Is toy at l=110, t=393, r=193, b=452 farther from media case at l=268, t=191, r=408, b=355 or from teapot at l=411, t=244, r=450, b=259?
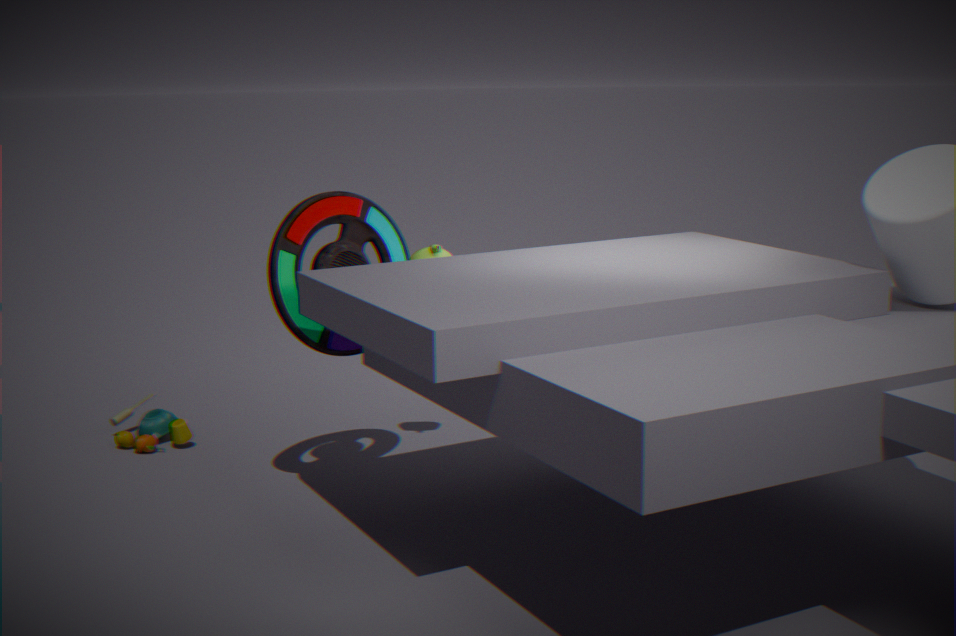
teapot at l=411, t=244, r=450, b=259
